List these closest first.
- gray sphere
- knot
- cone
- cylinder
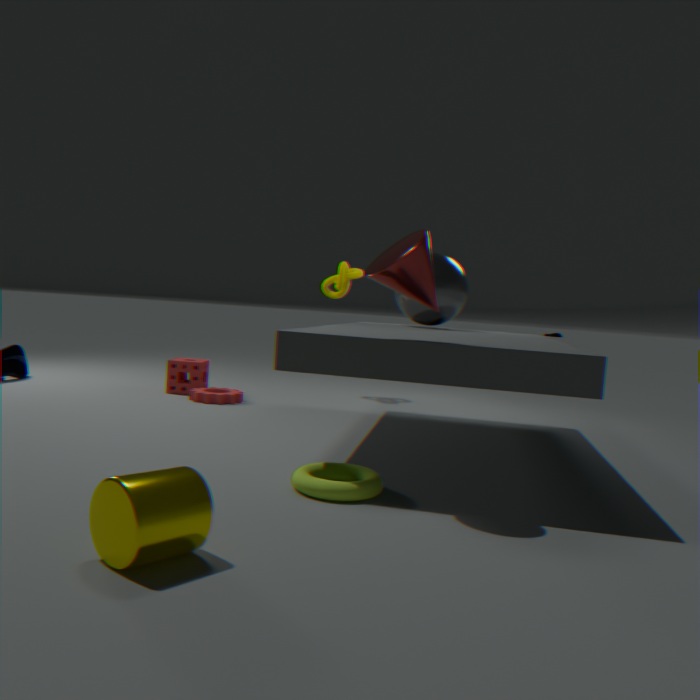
cylinder
cone
gray sphere
knot
